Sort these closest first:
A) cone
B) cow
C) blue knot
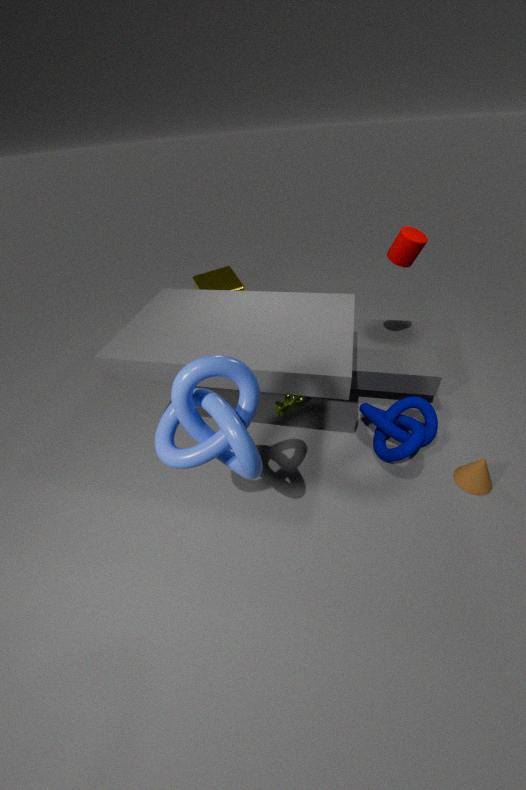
1. blue knot
2. cone
3. cow
